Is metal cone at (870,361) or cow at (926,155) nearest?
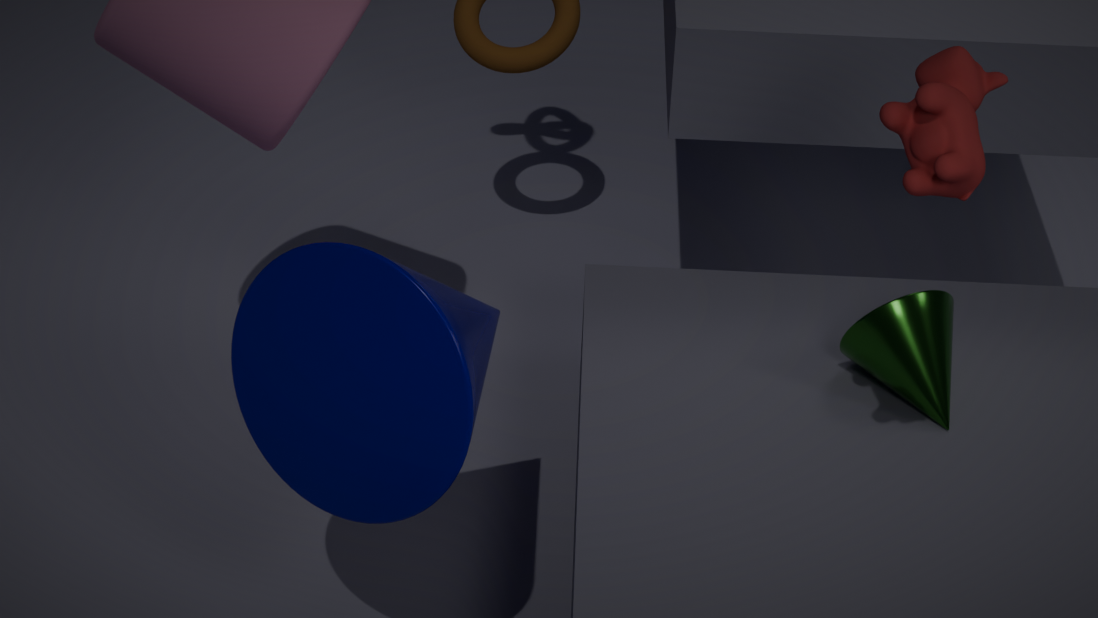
cow at (926,155)
